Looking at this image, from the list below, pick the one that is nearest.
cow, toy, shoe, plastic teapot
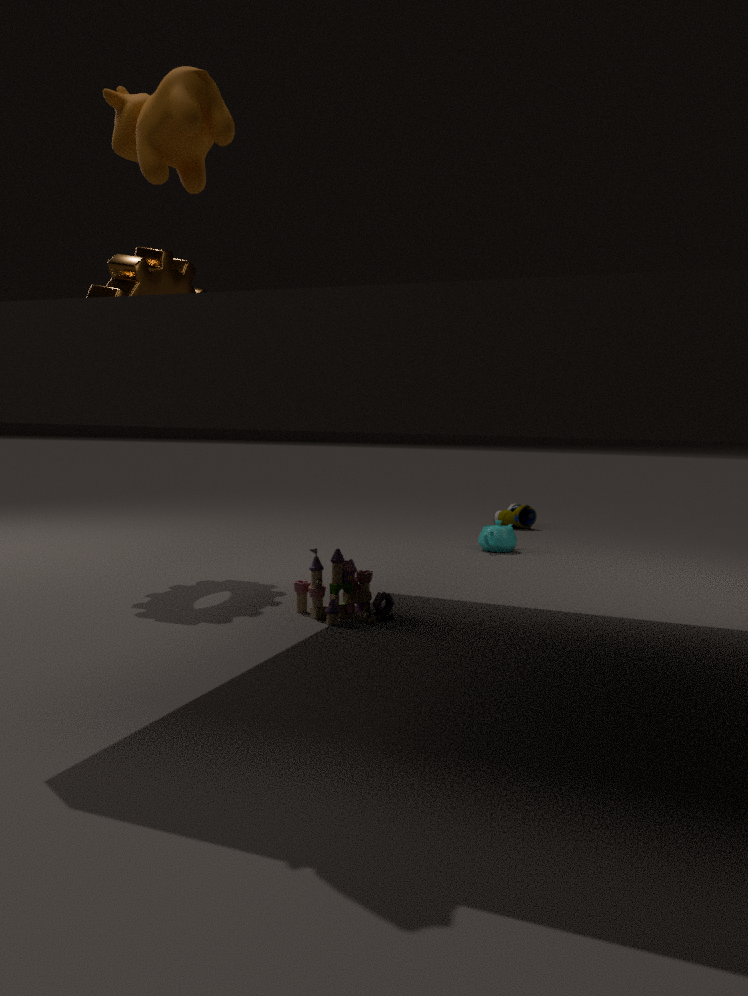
cow
